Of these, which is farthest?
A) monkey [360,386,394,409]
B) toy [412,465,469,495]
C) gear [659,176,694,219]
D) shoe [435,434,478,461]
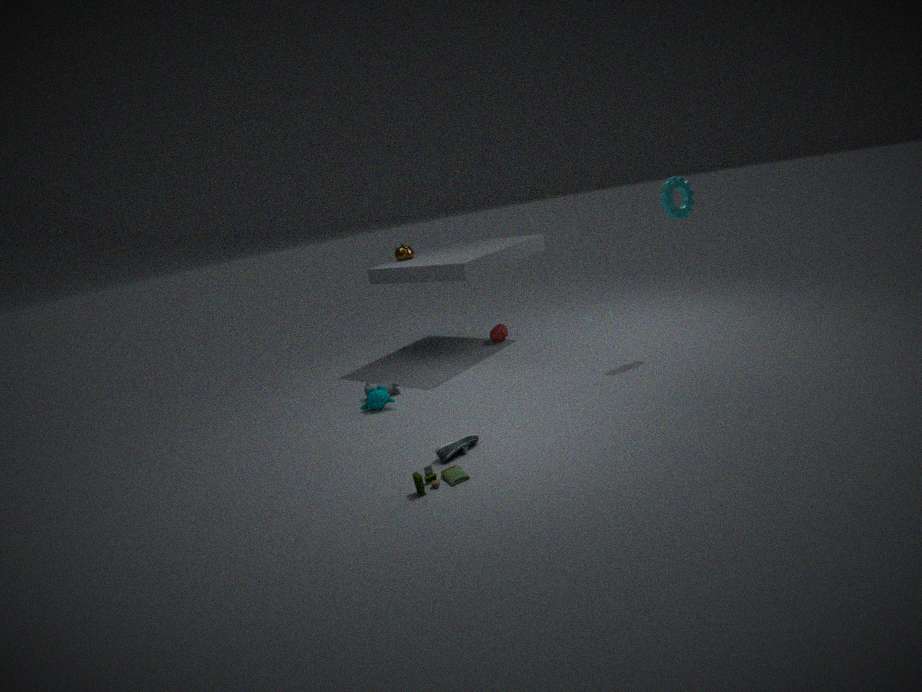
monkey [360,386,394,409]
